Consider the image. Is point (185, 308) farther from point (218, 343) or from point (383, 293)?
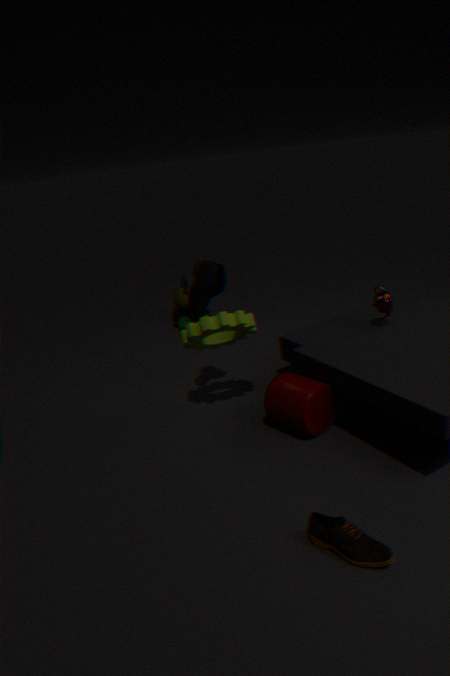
point (383, 293)
